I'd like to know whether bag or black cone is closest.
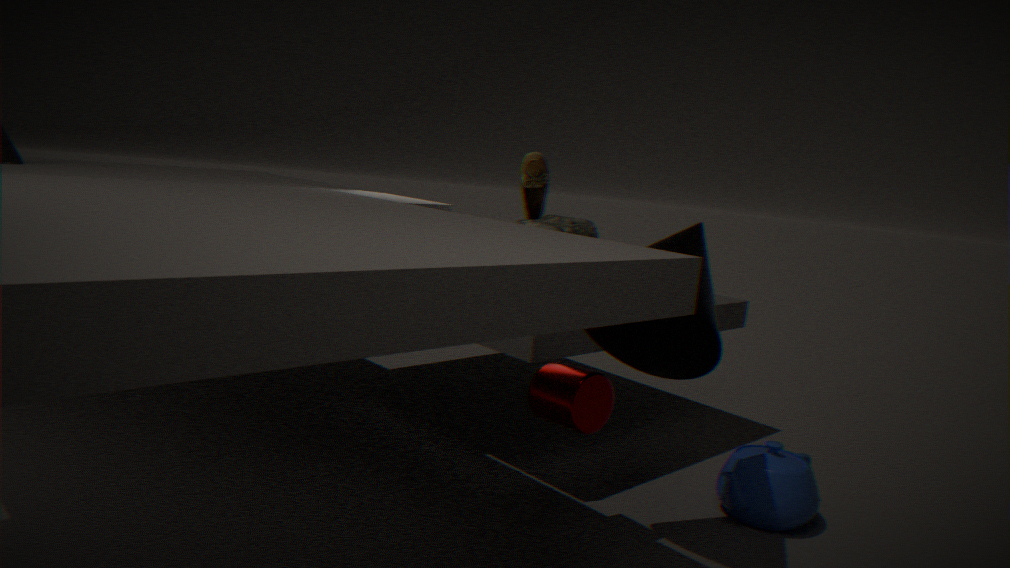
black cone
